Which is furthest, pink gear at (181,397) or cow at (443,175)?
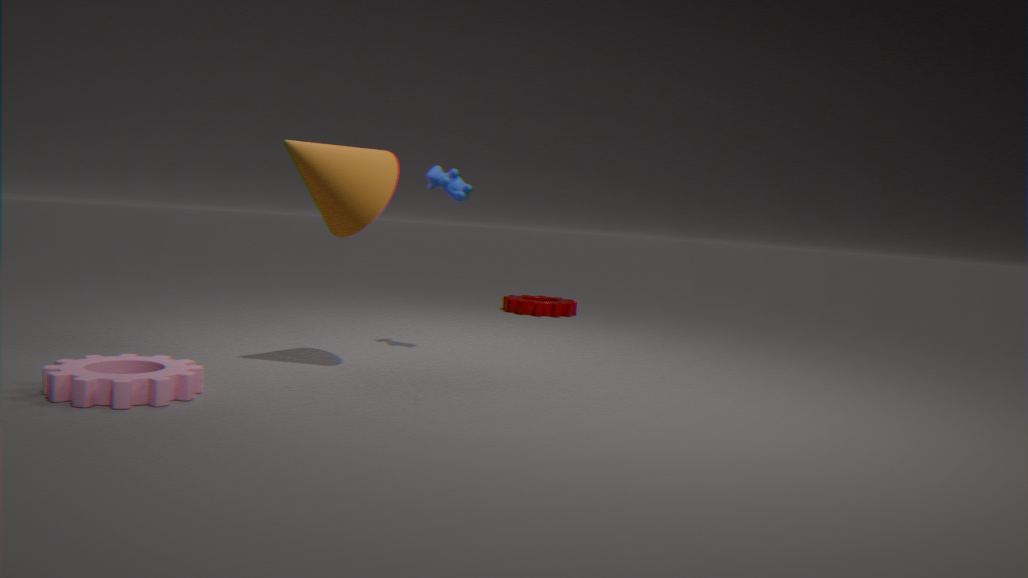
cow at (443,175)
